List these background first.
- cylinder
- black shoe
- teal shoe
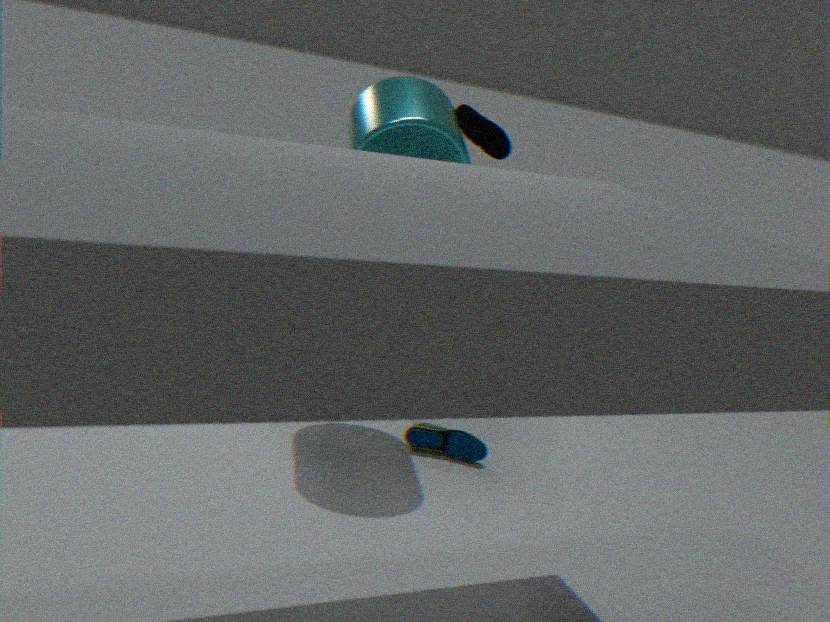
1. black shoe
2. teal shoe
3. cylinder
